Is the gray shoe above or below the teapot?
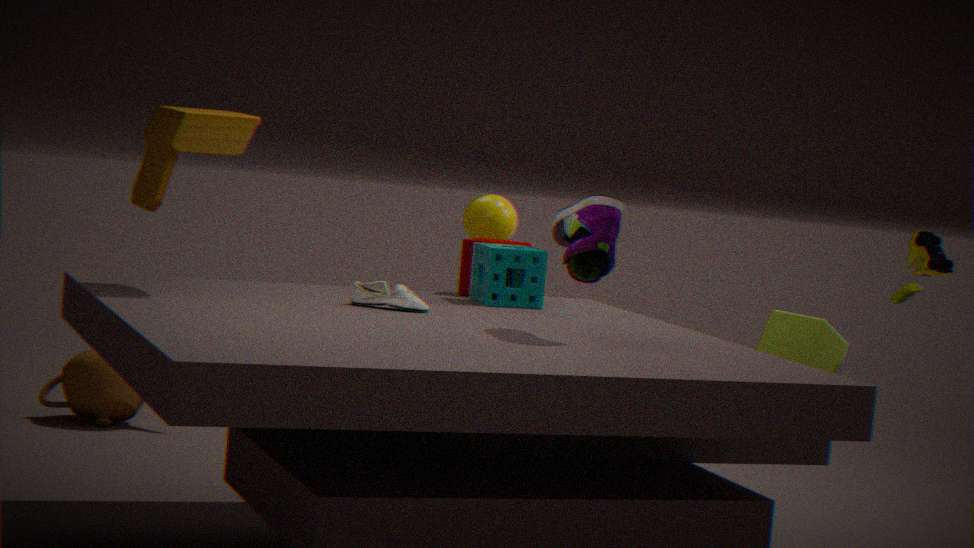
above
